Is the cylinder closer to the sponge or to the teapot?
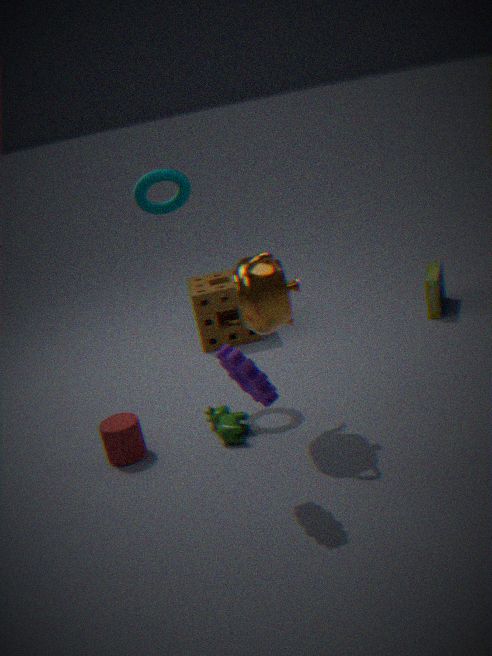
the teapot
